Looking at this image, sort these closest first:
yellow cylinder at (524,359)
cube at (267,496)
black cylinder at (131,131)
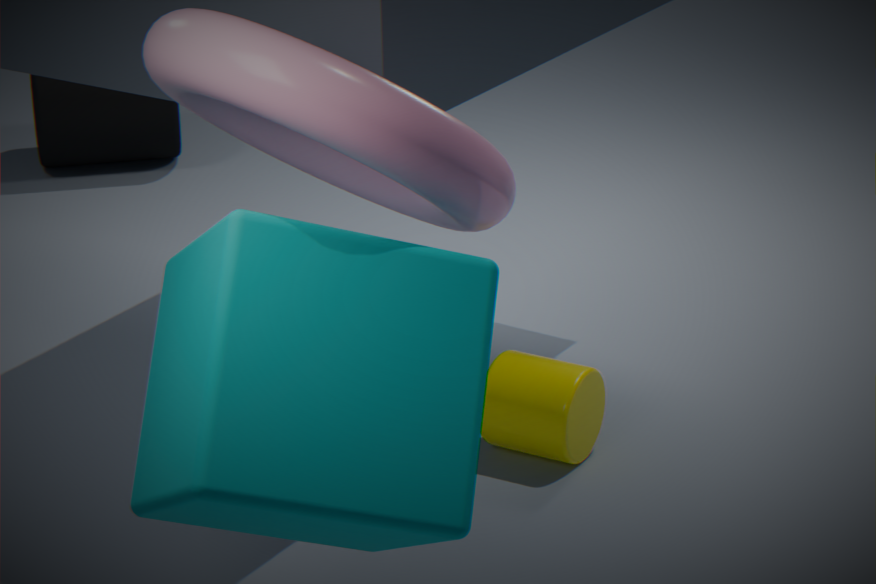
1. cube at (267,496)
2. yellow cylinder at (524,359)
3. black cylinder at (131,131)
